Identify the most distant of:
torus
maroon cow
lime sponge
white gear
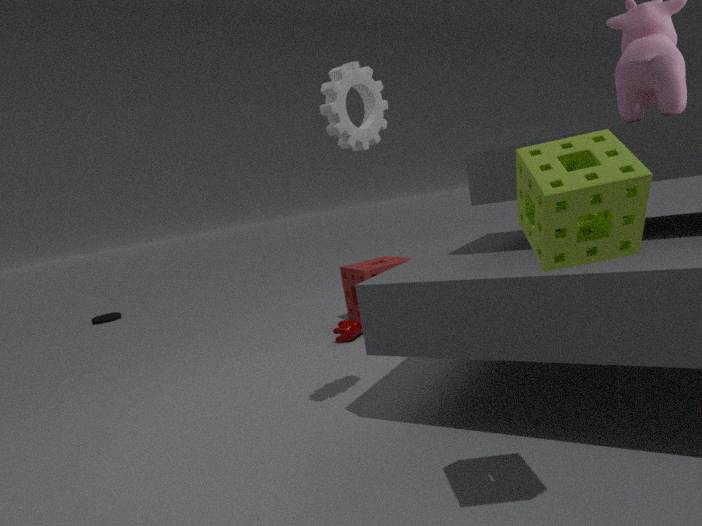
torus
